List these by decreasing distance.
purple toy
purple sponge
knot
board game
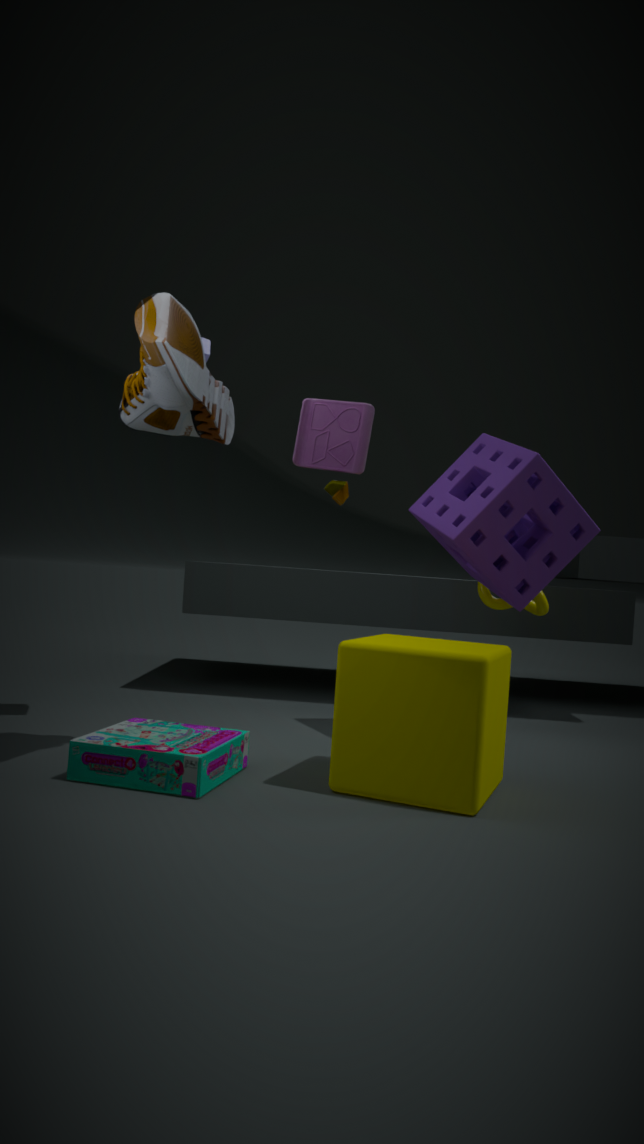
knot, purple sponge, purple toy, board game
